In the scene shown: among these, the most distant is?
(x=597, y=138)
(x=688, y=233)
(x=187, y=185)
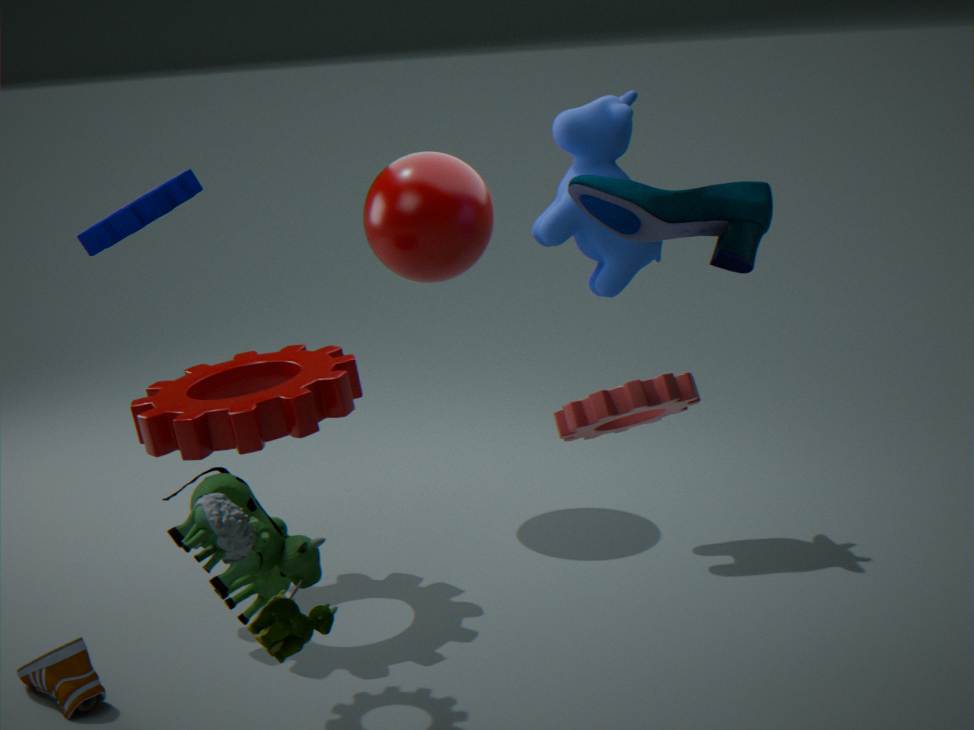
(x=597, y=138)
